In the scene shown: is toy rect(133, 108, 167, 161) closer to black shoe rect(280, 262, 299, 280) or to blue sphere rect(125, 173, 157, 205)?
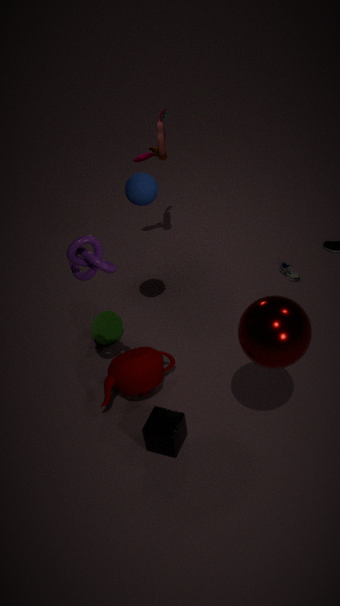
blue sphere rect(125, 173, 157, 205)
